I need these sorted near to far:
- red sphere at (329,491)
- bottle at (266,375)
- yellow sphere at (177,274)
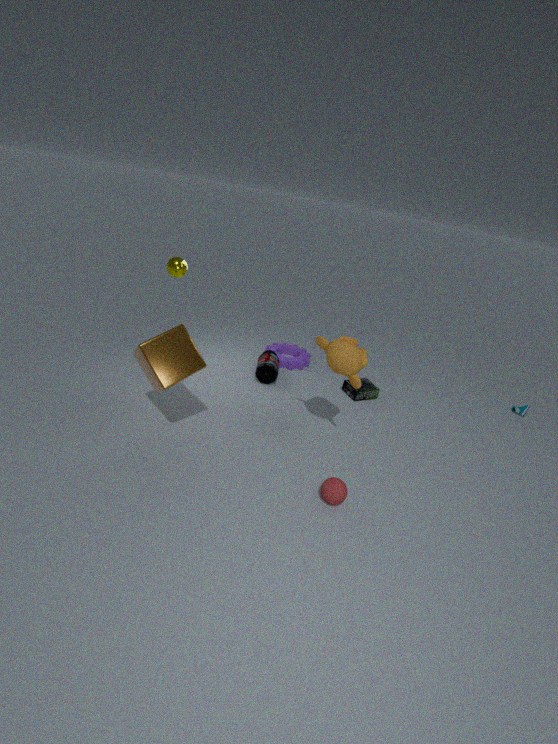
red sphere at (329,491) → yellow sphere at (177,274) → bottle at (266,375)
